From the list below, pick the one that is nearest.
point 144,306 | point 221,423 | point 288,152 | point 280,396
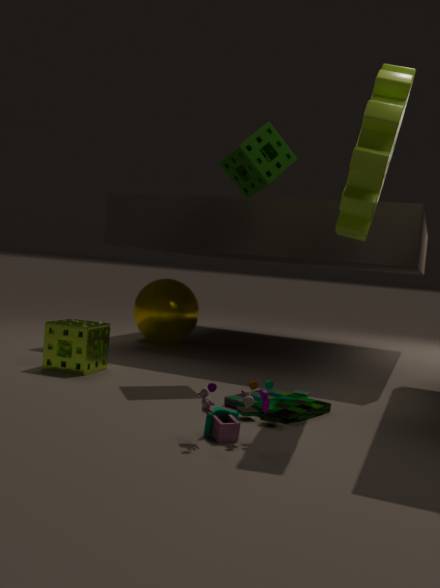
point 221,423
